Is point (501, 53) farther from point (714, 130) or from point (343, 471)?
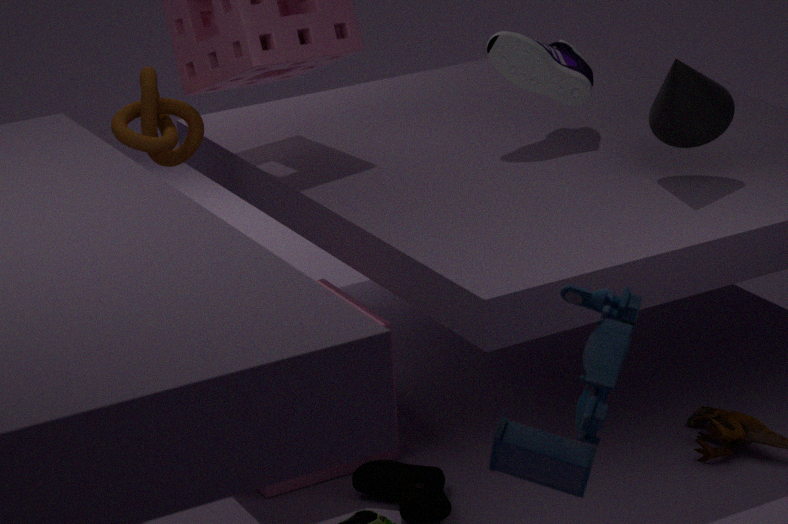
point (343, 471)
